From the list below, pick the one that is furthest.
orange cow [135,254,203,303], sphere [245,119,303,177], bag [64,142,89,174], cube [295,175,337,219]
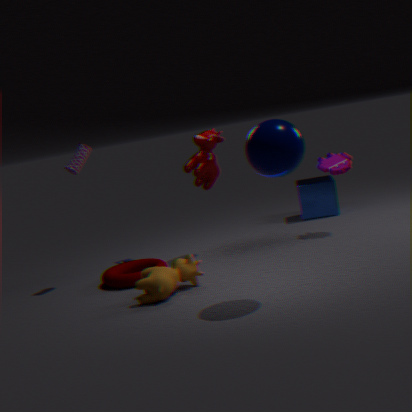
cube [295,175,337,219]
